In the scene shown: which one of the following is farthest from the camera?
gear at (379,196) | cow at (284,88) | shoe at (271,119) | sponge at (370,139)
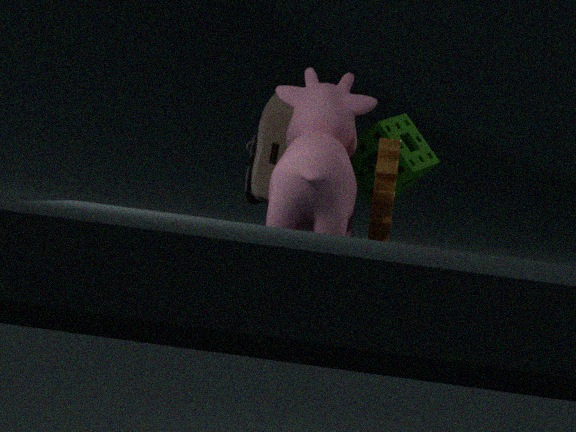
sponge at (370,139)
